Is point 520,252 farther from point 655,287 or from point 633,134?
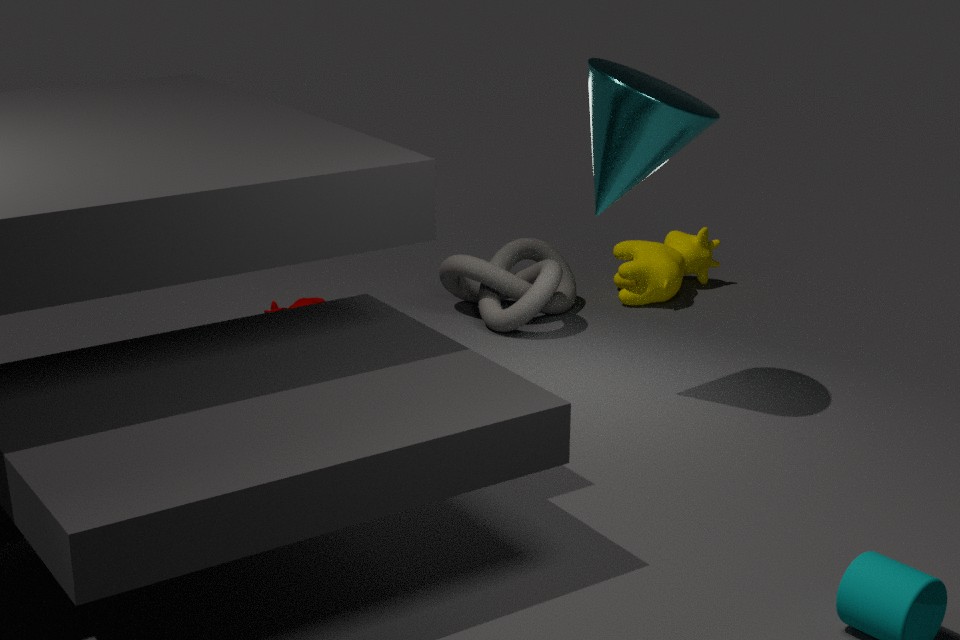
point 633,134
